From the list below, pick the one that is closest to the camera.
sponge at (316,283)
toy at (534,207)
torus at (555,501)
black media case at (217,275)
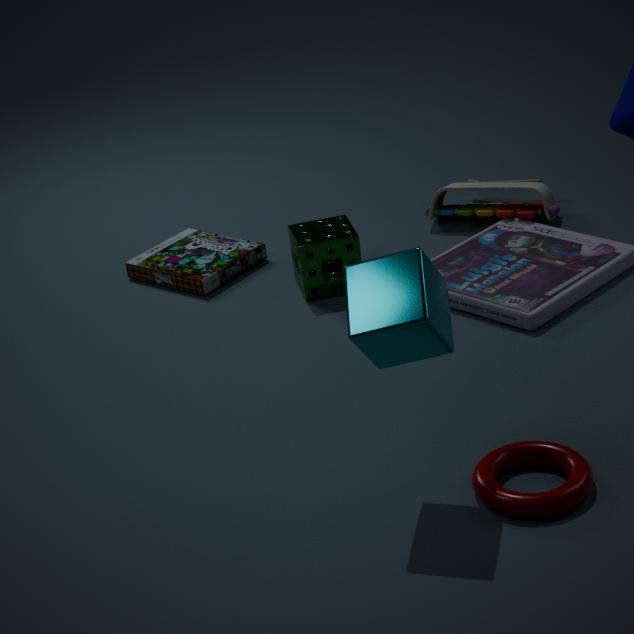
torus at (555,501)
